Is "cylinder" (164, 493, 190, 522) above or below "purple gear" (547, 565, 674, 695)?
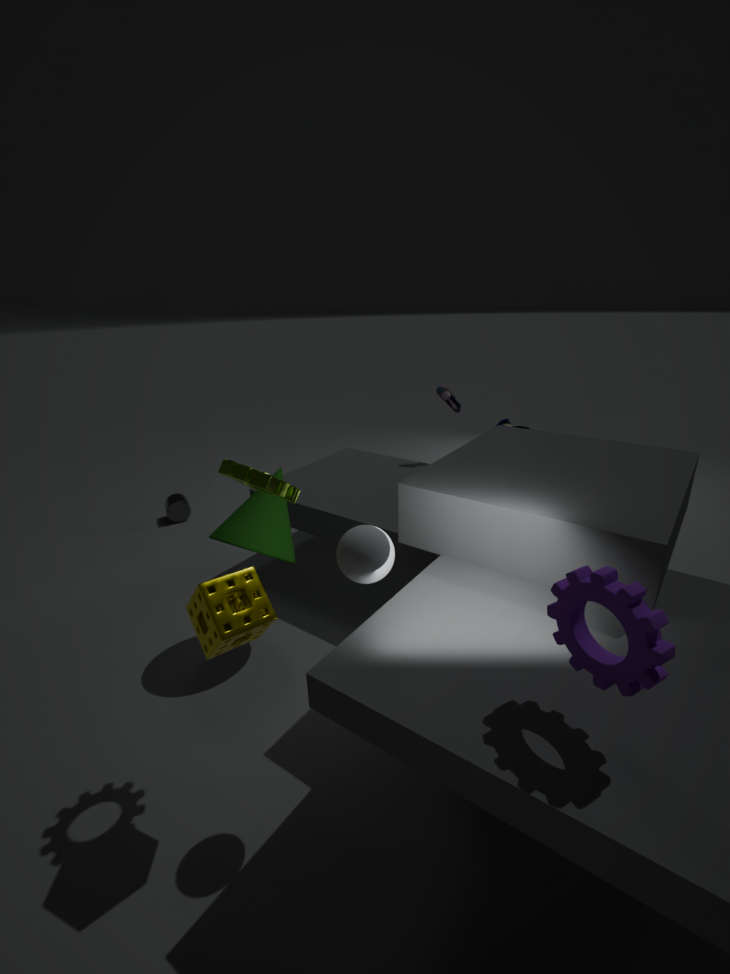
below
